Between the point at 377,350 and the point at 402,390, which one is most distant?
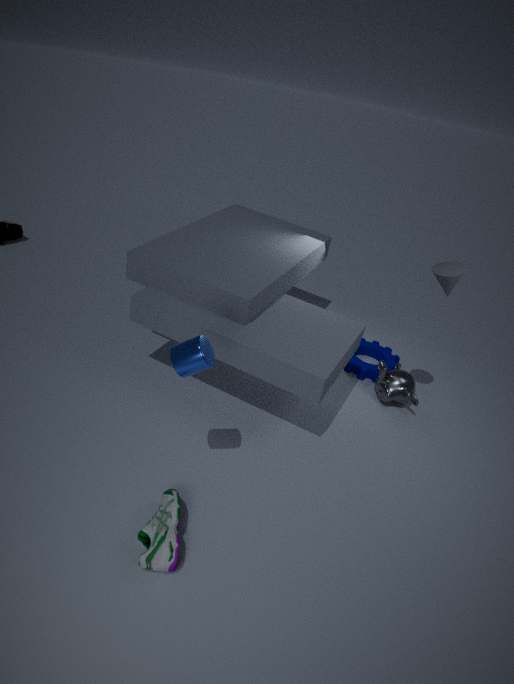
the point at 377,350
